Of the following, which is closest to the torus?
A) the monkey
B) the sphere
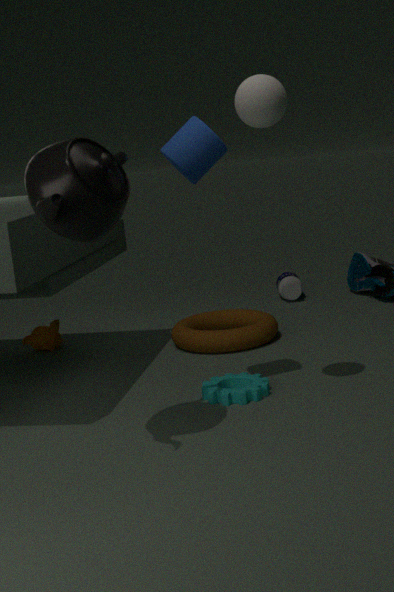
the monkey
